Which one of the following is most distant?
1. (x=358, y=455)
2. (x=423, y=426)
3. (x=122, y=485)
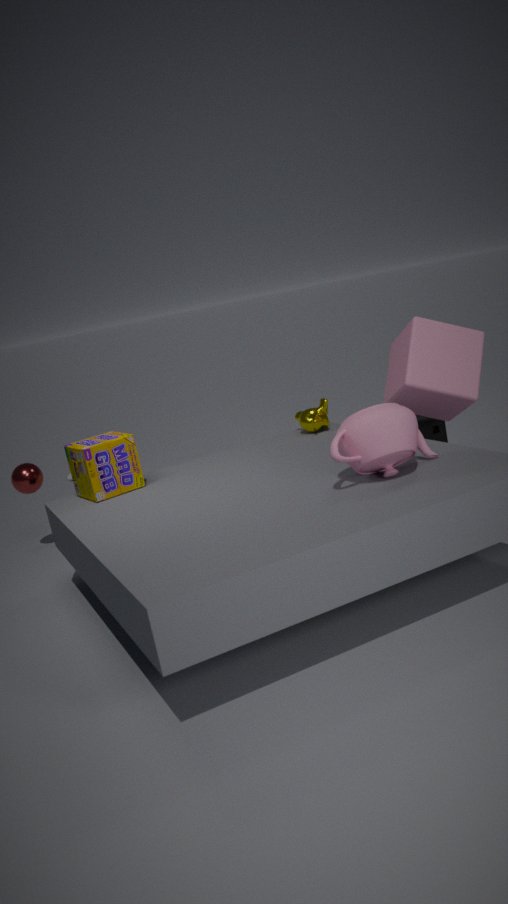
(x=423, y=426)
